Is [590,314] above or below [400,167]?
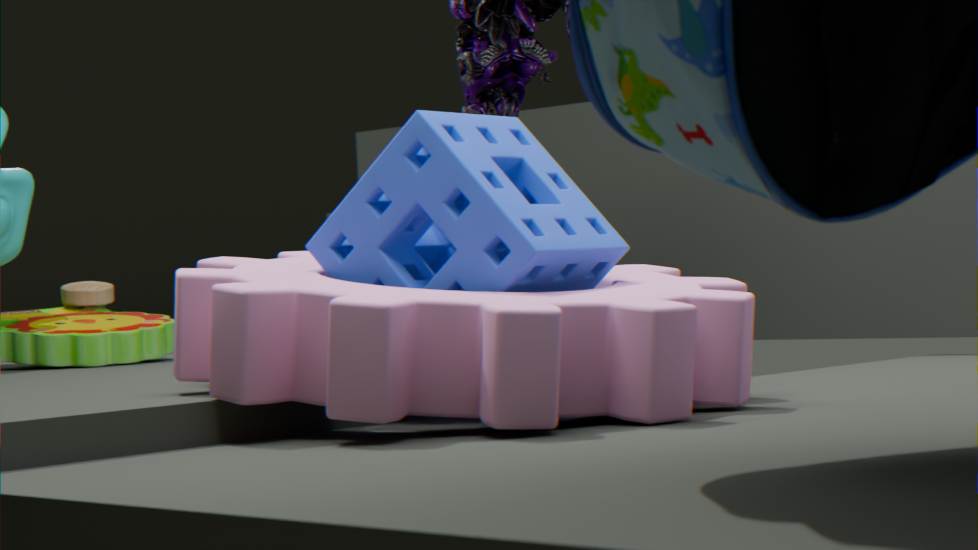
below
